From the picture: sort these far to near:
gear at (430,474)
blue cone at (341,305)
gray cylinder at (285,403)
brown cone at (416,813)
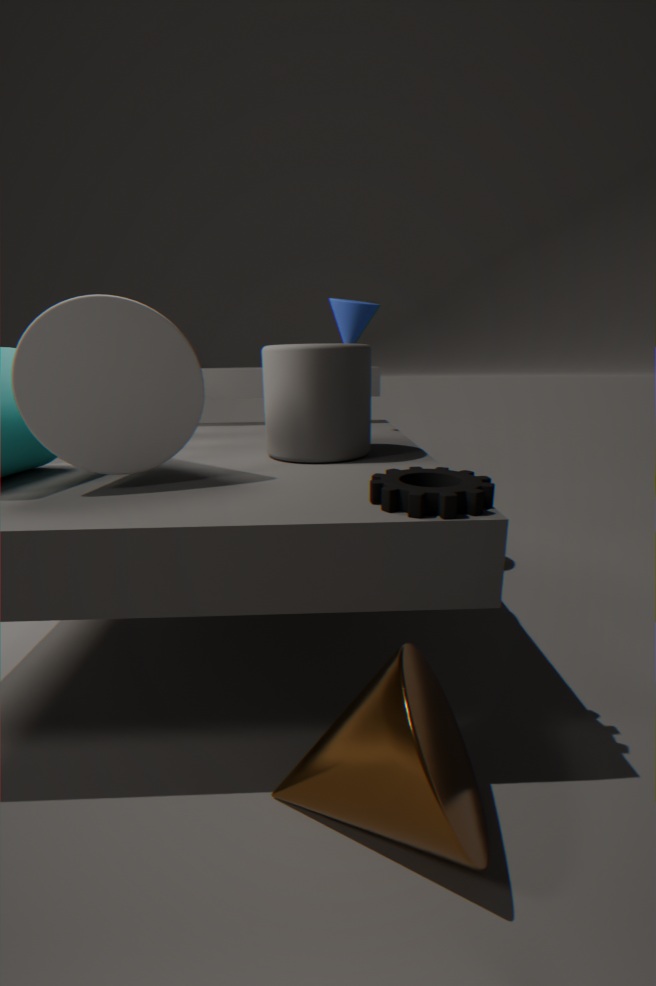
blue cone at (341,305) < gray cylinder at (285,403) < gear at (430,474) < brown cone at (416,813)
